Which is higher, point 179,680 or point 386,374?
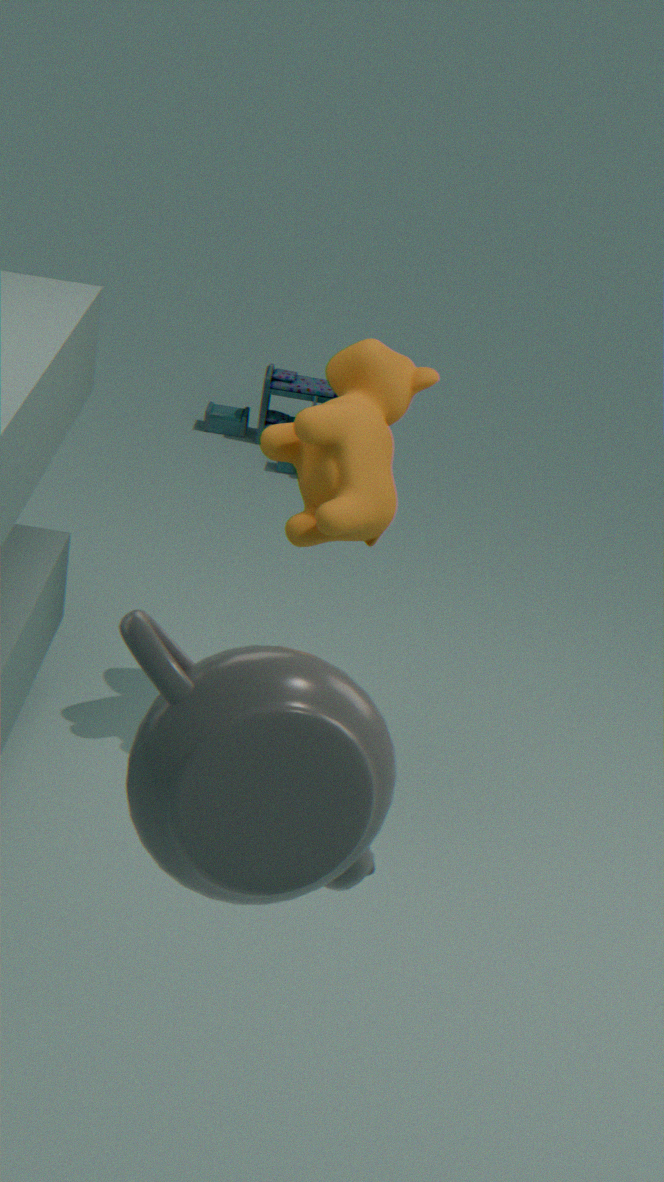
point 179,680
